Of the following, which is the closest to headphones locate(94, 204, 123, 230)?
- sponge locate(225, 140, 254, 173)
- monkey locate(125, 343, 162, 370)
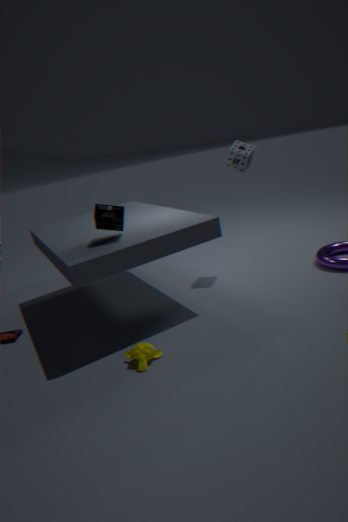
monkey locate(125, 343, 162, 370)
